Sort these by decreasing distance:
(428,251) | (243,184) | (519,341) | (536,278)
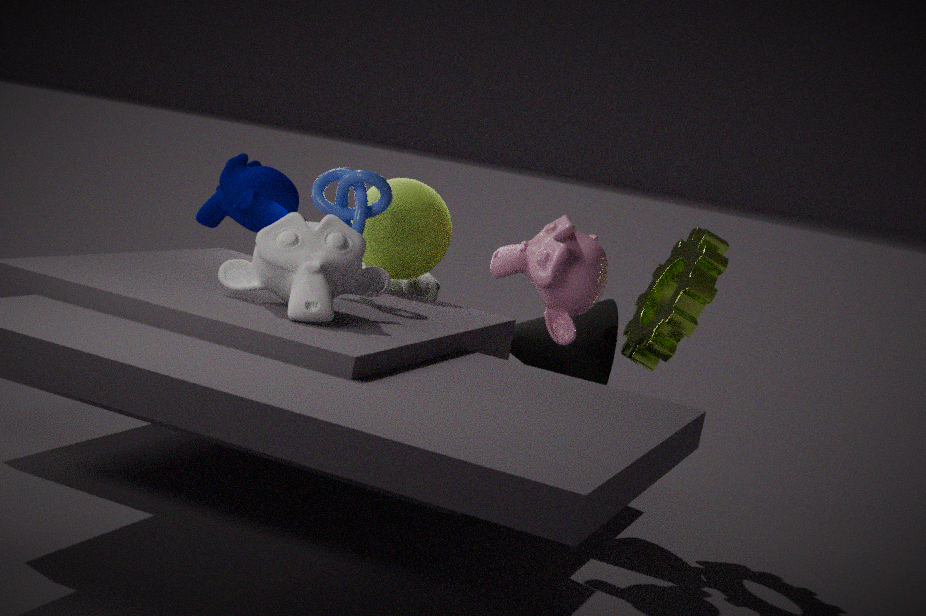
(243,184) < (519,341) < (428,251) < (536,278)
